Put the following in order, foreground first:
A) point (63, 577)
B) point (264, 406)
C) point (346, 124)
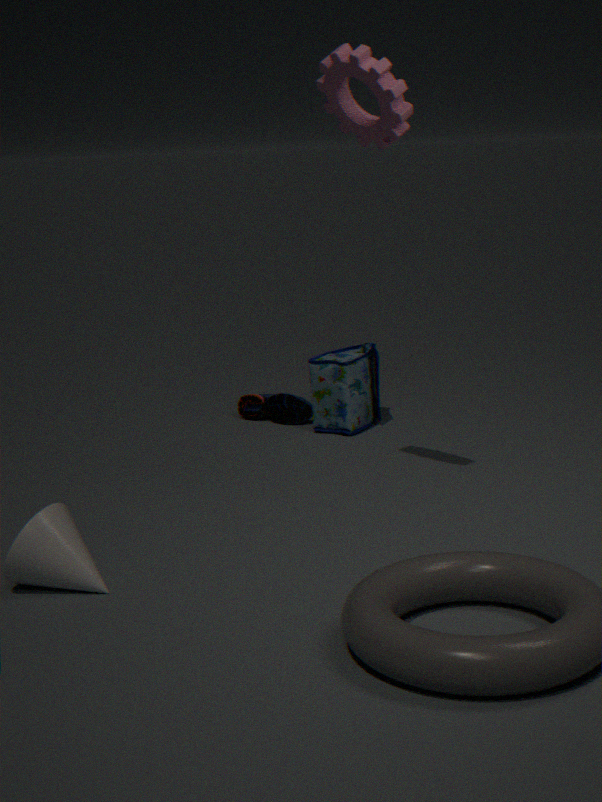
1. point (63, 577)
2. point (346, 124)
3. point (264, 406)
